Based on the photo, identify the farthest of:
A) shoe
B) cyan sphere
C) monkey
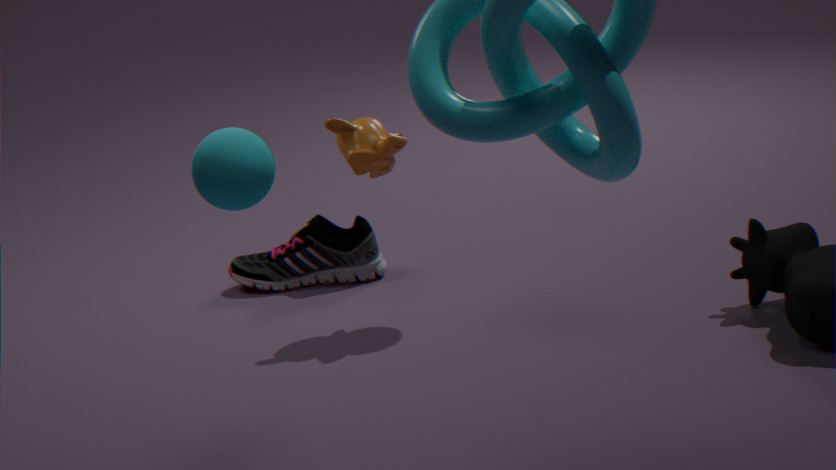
shoe
